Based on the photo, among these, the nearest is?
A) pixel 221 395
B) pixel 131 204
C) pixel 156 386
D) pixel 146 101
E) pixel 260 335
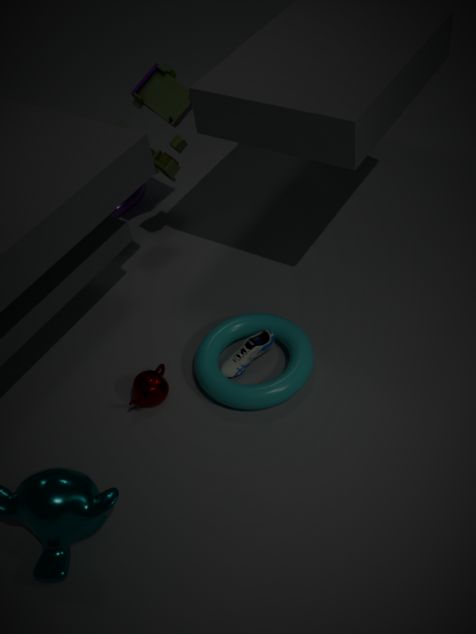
pixel 221 395
